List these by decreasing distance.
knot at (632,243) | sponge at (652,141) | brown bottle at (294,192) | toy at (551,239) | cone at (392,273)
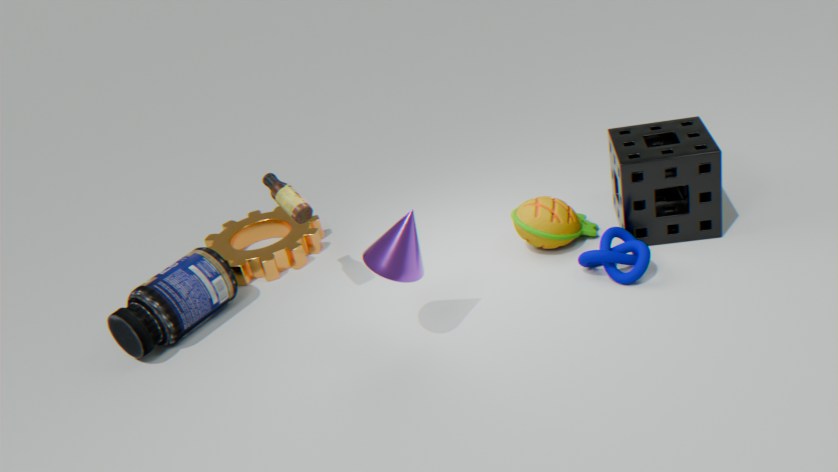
toy at (551,239) < sponge at (652,141) < brown bottle at (294,192) < knot at (632,243) < cone at (392,273)
